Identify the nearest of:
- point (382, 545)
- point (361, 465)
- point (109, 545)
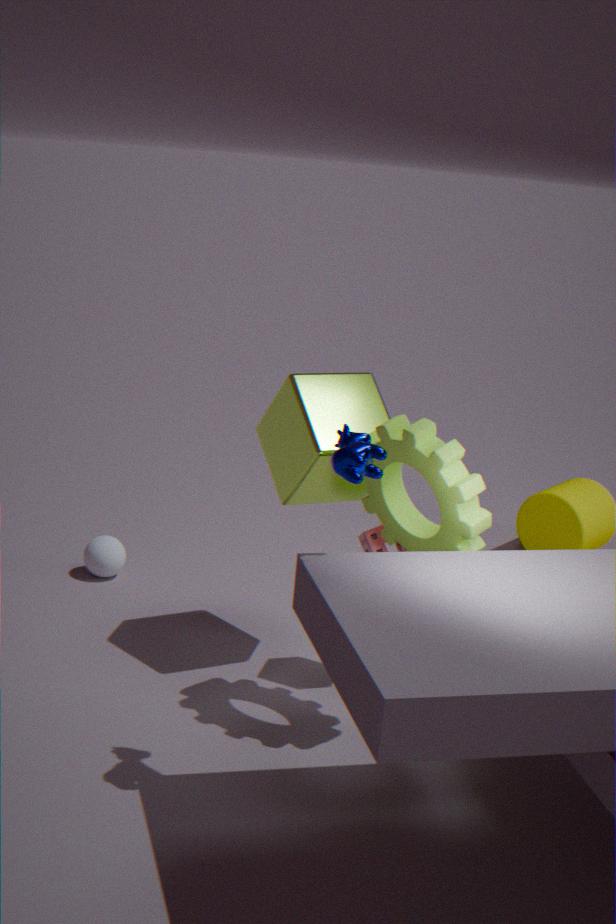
point (361, 465)
